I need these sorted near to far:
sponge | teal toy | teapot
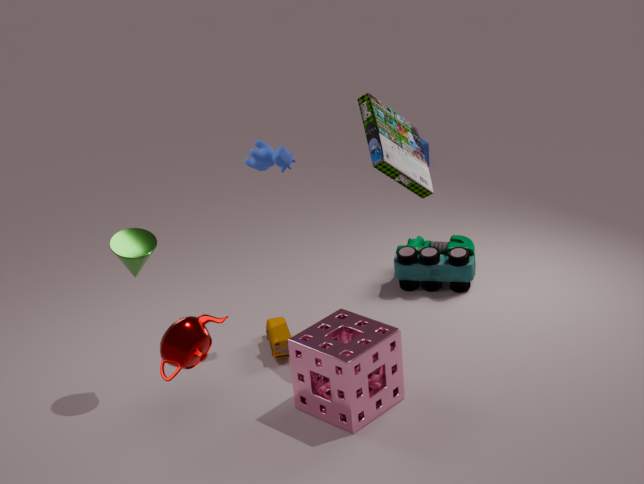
teapot → sponge → teal toy
